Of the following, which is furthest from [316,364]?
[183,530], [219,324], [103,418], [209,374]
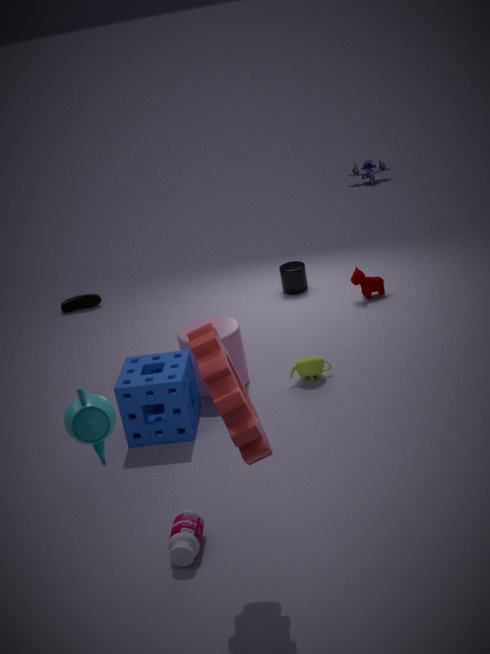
[103,418]
